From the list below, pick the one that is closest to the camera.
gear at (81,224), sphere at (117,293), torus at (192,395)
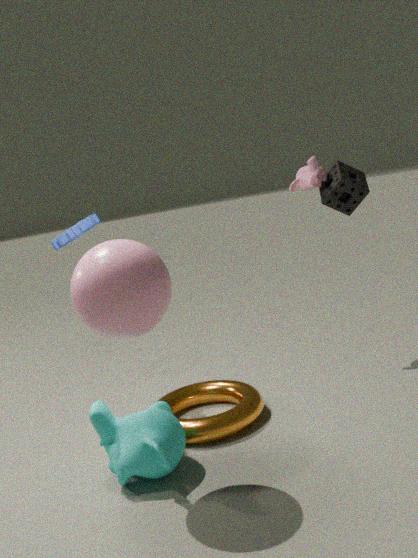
sphere at (117,293)
